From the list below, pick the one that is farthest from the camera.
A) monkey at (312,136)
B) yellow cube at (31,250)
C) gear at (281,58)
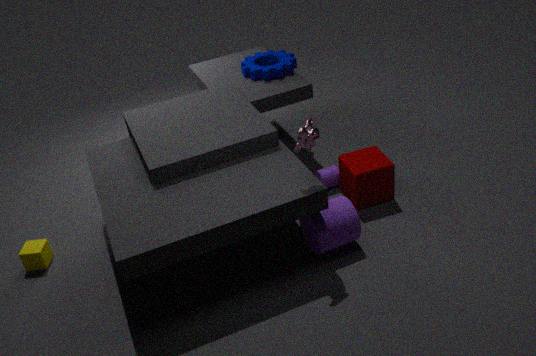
gear at (281,58)
